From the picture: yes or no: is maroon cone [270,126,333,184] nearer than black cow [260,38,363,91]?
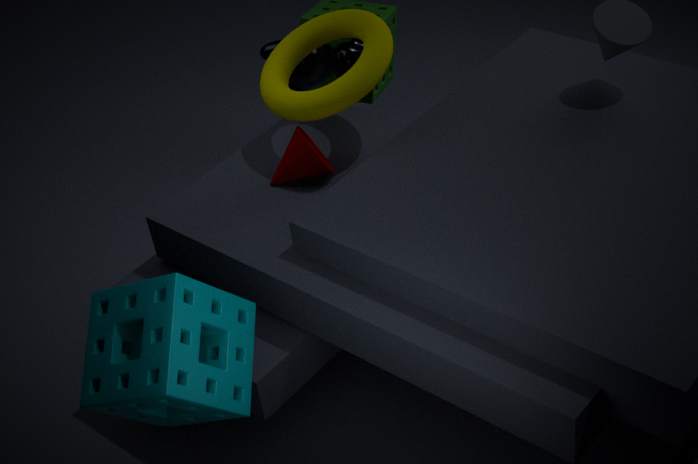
Yes
